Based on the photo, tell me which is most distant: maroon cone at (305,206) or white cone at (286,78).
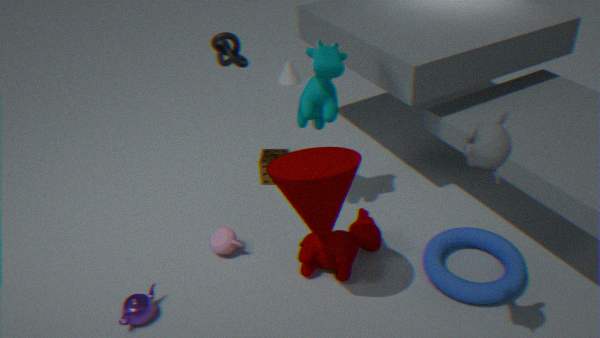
white cone at (286,78)
